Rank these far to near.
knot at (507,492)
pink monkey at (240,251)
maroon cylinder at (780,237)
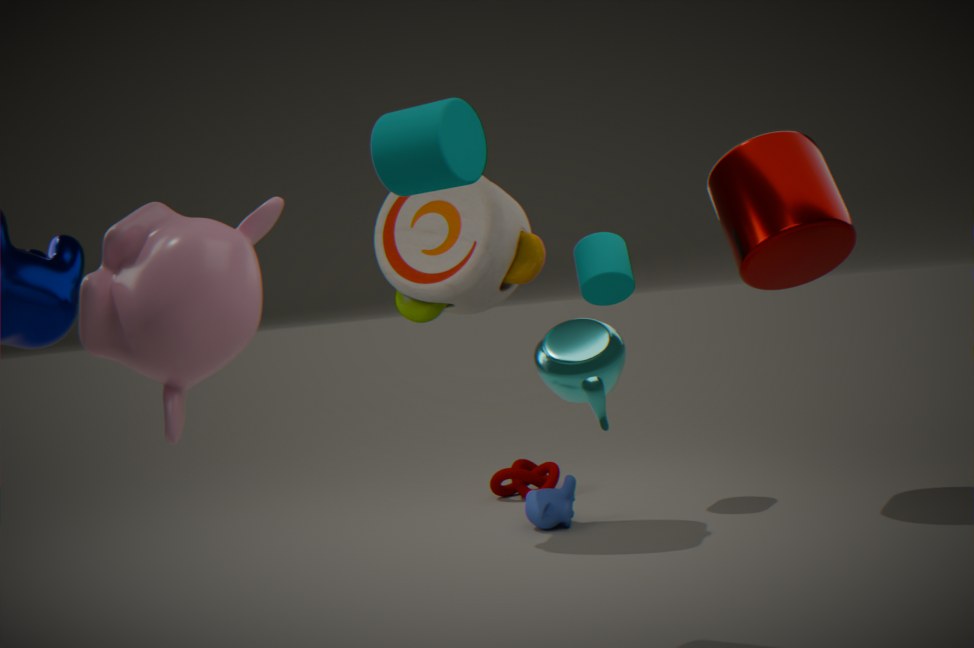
knot at (507,492) < maroon cylinder at (780,237) < pink monkey at (240,251)
